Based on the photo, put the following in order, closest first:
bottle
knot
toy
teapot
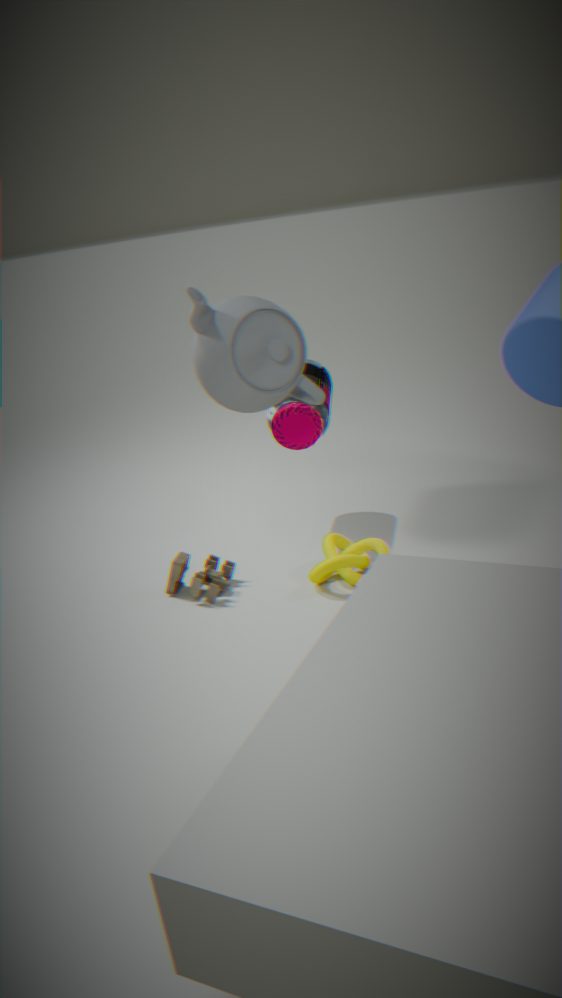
teapot → knot → toy → bottle
